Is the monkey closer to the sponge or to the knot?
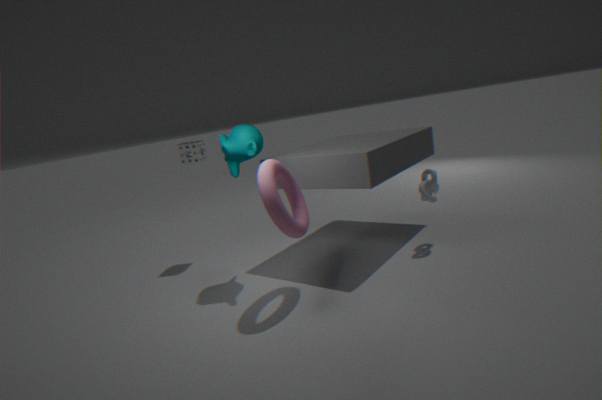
the sponge
